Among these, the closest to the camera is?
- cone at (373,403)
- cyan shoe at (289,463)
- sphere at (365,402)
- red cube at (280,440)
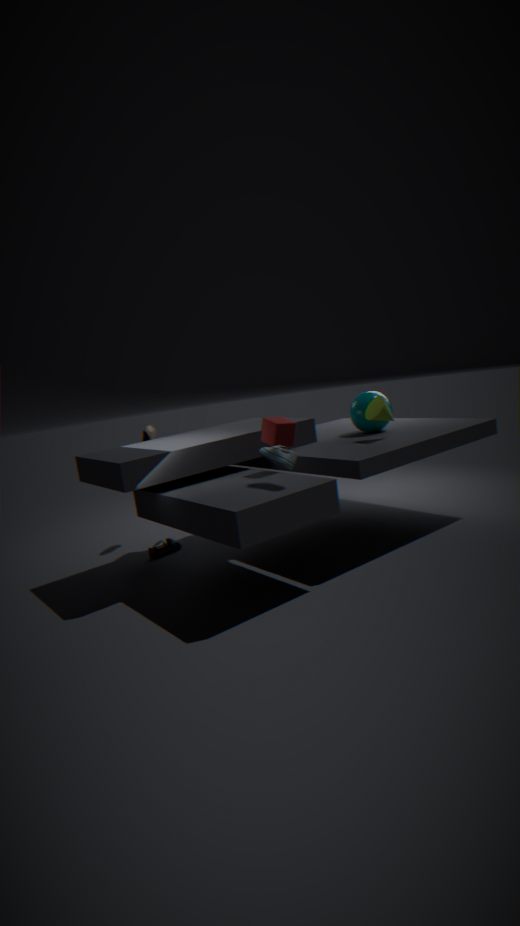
cyan shoe at (289,463)
